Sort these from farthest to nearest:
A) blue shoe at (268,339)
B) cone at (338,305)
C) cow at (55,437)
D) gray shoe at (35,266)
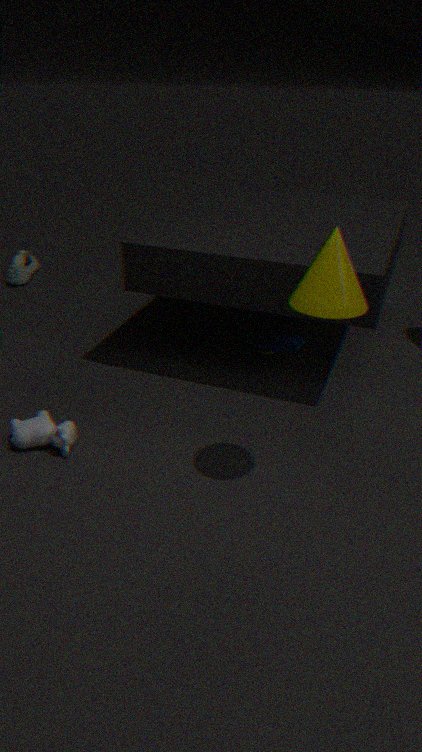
gray shoe at (35,266) < blue shoe at (268,339) < cow at (55,437) < cone at (338,305)
